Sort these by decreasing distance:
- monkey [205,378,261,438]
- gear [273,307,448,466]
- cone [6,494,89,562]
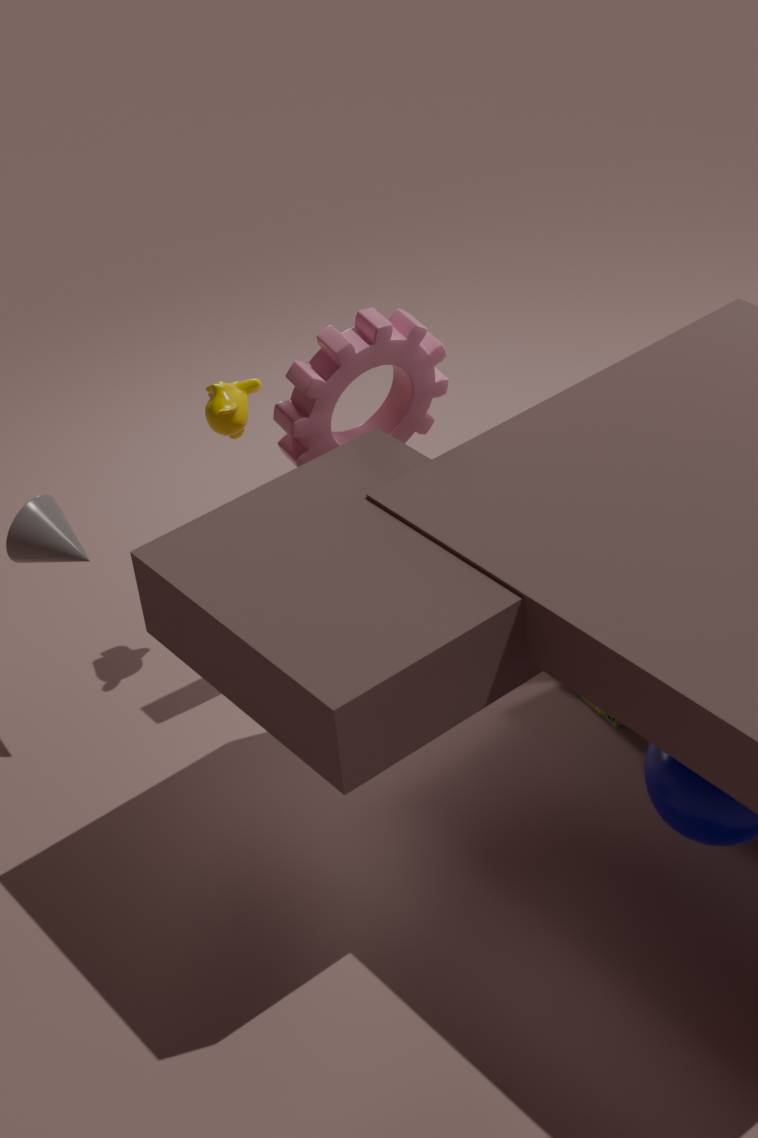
monkey [205,378,261,438]
cone [6,494,89,562]
gear [273,307,448,466]
